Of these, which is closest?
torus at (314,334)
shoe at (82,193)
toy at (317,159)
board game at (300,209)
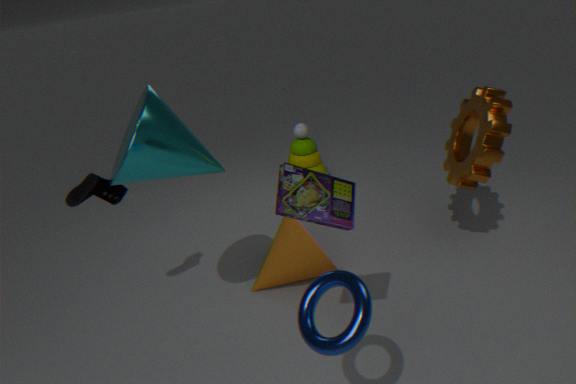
torus at (314,334)
